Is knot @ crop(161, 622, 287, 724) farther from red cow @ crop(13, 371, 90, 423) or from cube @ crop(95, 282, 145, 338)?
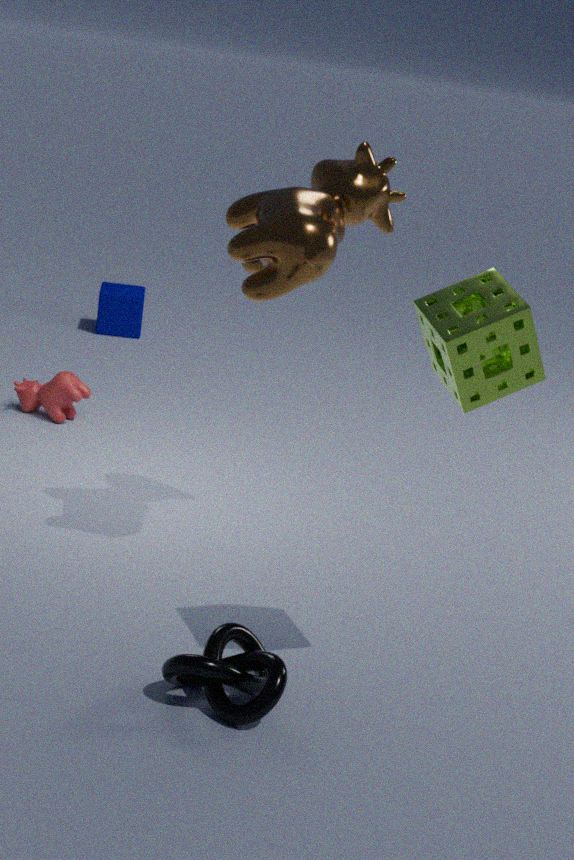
cube @ crop(95, 282, 145, 338)
